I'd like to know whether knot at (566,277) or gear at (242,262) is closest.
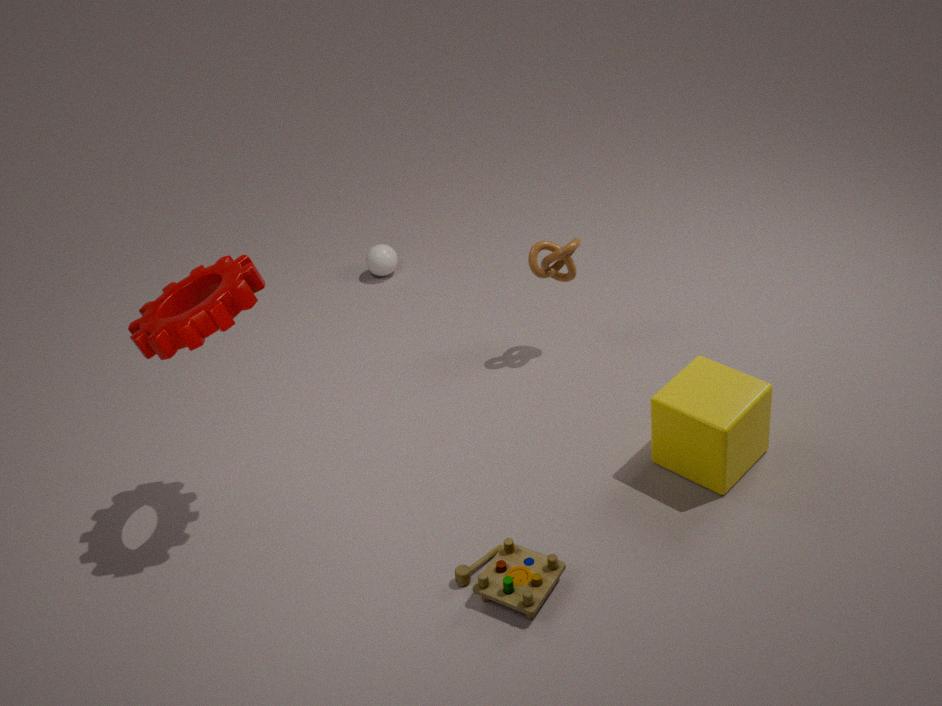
gear at (242,262)
